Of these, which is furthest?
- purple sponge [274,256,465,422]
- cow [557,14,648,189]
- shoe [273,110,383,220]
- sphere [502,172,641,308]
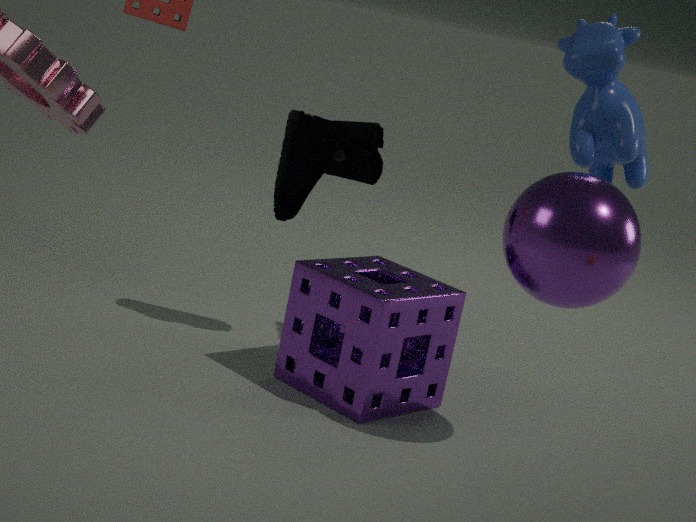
shoe [273,110,383,220]
